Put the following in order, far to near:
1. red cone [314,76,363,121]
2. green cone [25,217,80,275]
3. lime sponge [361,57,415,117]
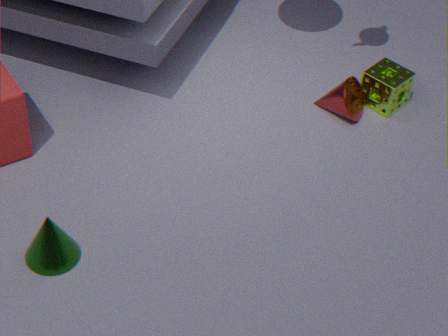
lime sponge [361,57,415,117] → red cone [314,76,363,121] → green cone [25,217,80,275]
